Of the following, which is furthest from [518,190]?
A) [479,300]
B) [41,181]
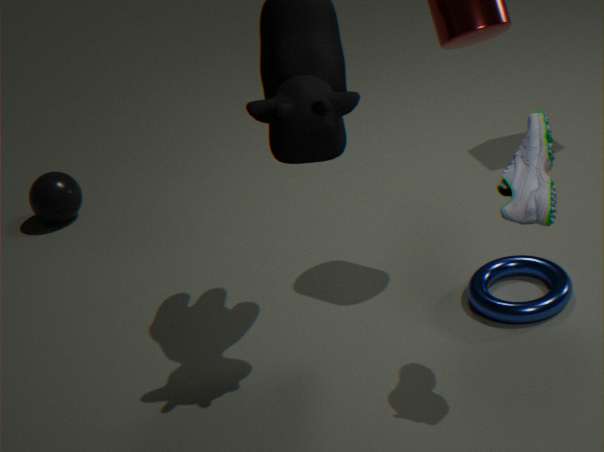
[41,181]
